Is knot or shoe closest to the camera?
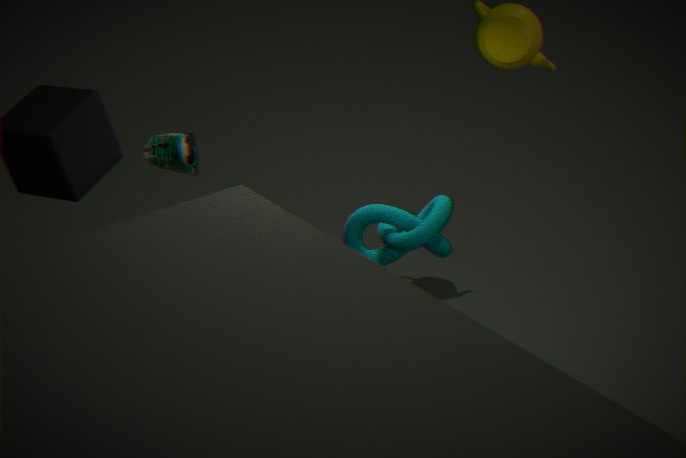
shoe
